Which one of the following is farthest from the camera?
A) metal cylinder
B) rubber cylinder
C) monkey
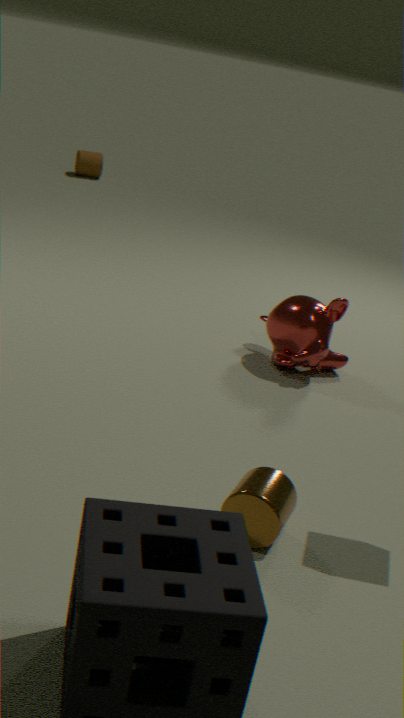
rubber cylinder
